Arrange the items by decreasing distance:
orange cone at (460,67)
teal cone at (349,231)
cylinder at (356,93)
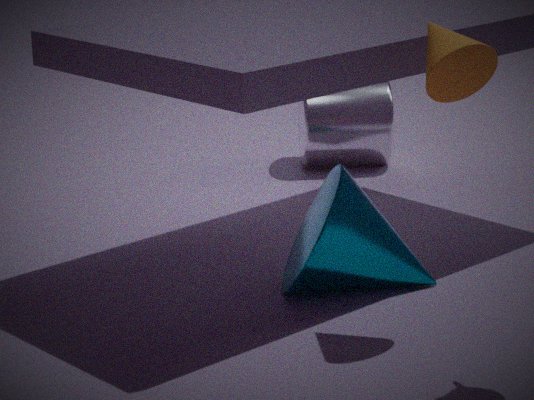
cylinder at (356,93)
teal cone at (349,231)
orange cone at (460,67)
